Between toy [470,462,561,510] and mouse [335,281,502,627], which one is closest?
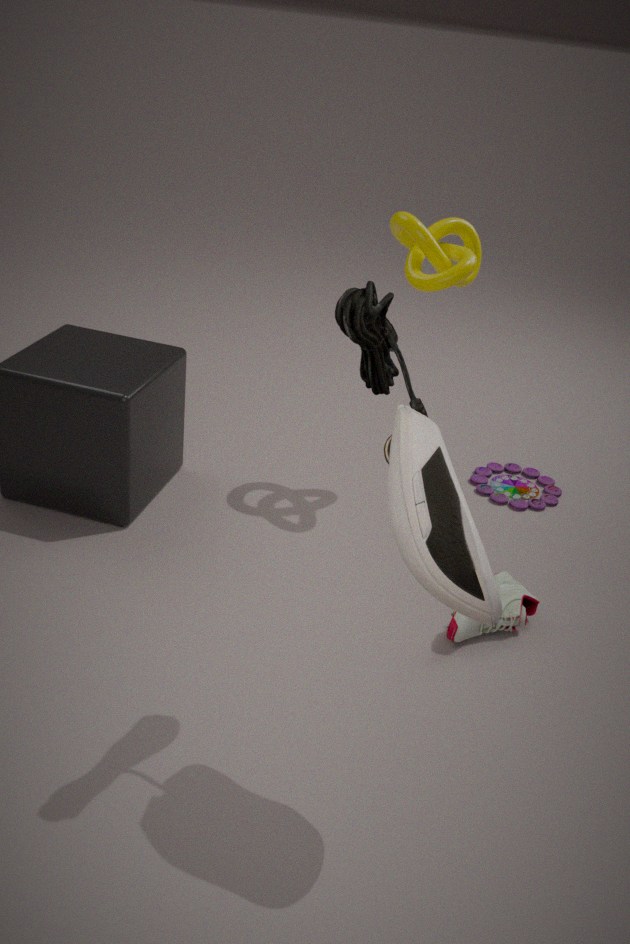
mouse [335,281,502,627]
